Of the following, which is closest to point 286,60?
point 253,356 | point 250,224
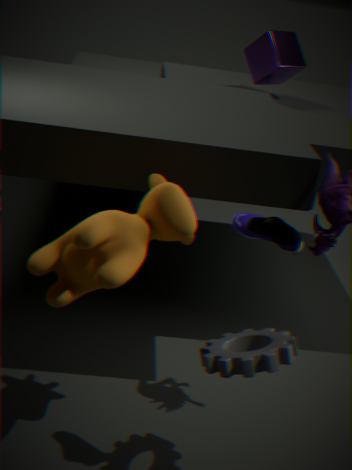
point 250,224
